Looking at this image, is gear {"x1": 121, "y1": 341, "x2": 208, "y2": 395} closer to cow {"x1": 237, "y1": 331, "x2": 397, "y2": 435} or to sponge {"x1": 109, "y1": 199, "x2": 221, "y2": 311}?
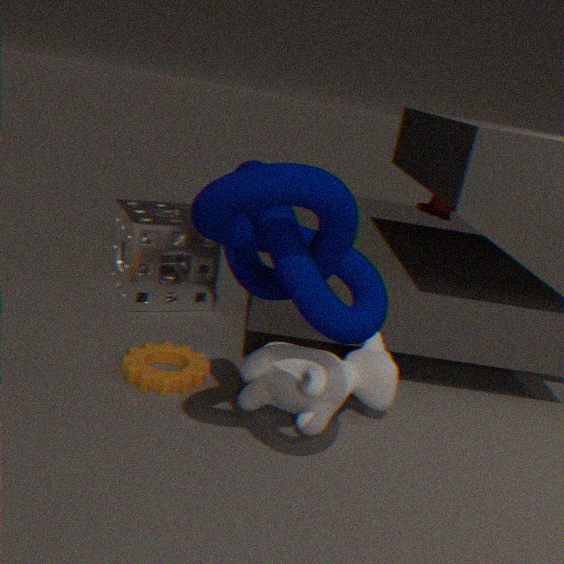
cow {"x1": 237, "y1": 331, "x2": 397, "y2": 435}
